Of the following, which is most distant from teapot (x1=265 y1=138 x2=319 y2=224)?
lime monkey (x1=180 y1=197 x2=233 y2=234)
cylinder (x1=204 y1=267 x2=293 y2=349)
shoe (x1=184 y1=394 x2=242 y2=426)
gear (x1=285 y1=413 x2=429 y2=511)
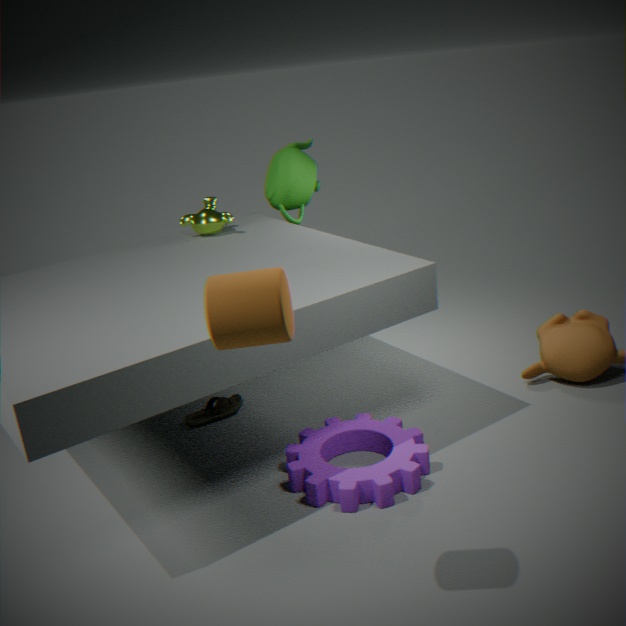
cylinder (x1=204 y1=267 x2=293 y2=349)
